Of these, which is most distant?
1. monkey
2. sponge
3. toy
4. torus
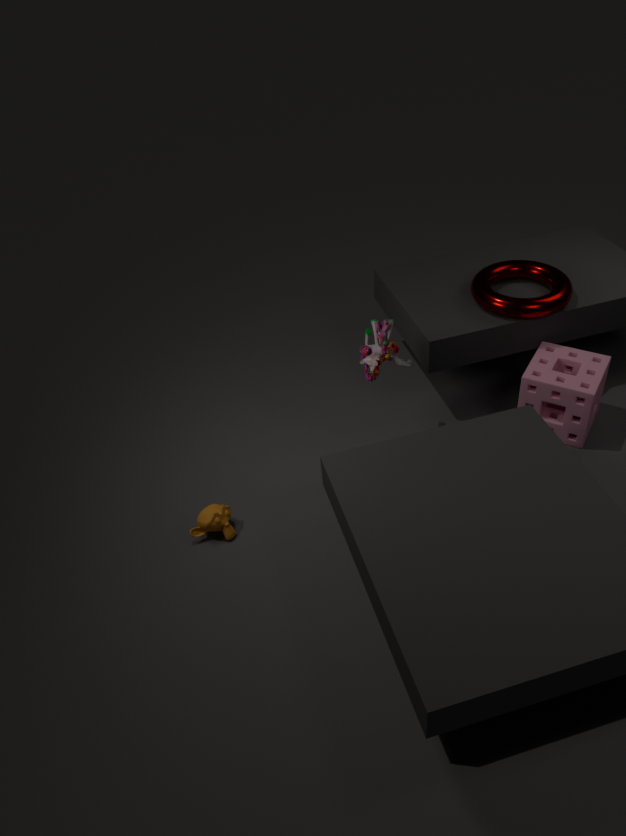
torus
